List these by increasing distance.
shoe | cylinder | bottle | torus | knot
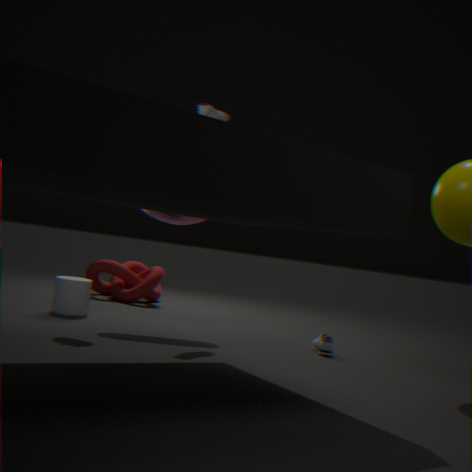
shoe
torus
bottle
cylinder
knot
